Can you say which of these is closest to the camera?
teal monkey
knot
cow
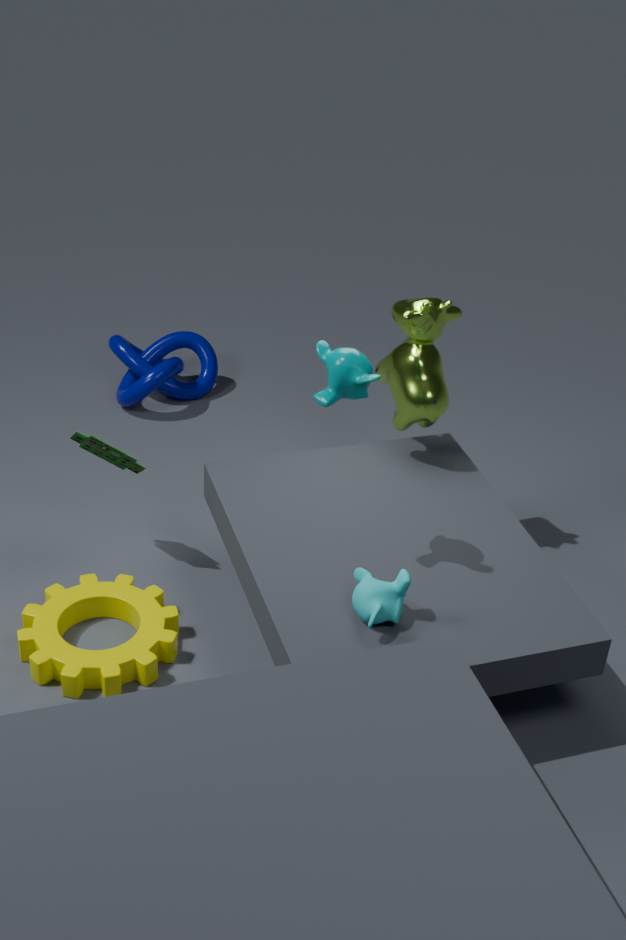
teal monkey
